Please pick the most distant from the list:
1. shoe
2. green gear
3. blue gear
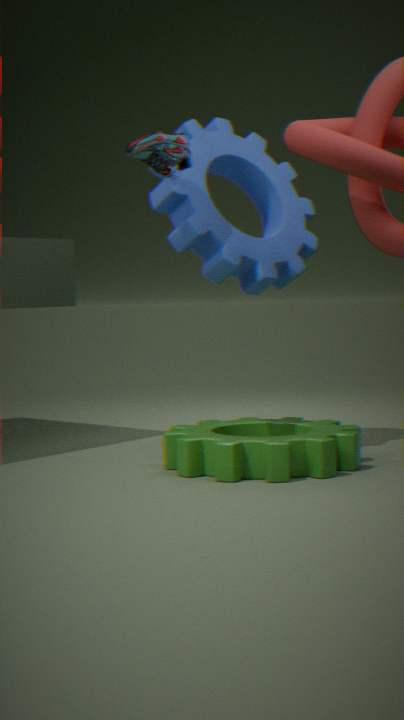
blue gear
